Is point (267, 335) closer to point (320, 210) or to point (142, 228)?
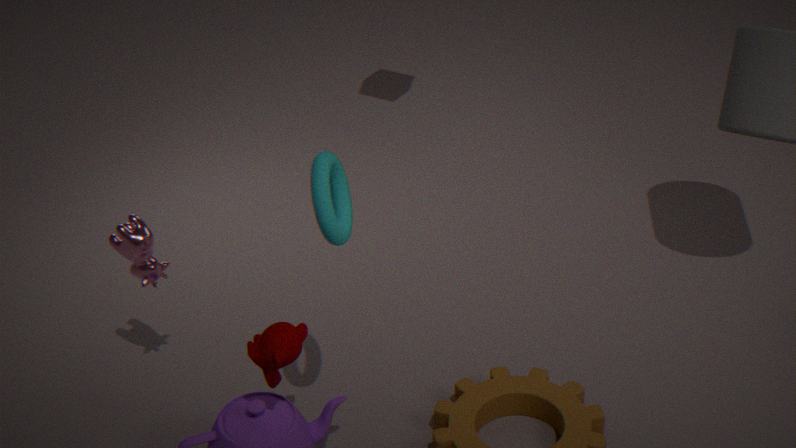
point (320, 210)
